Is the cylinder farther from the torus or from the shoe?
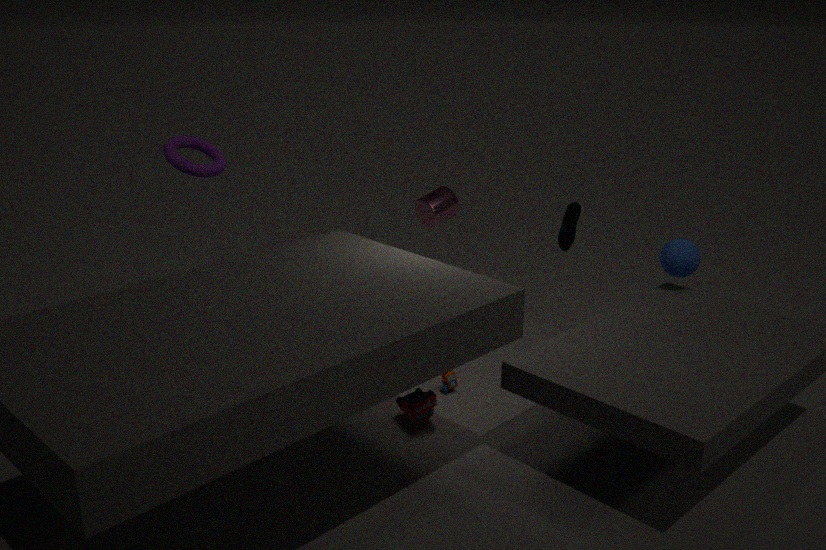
the torus
